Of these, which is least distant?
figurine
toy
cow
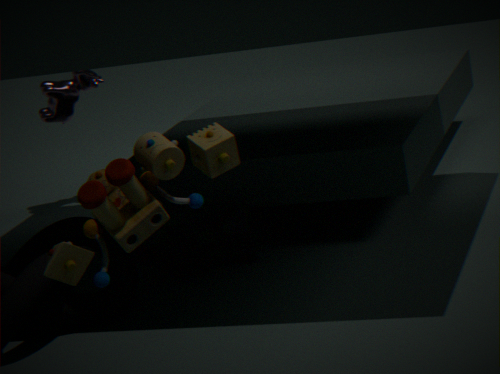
toy
